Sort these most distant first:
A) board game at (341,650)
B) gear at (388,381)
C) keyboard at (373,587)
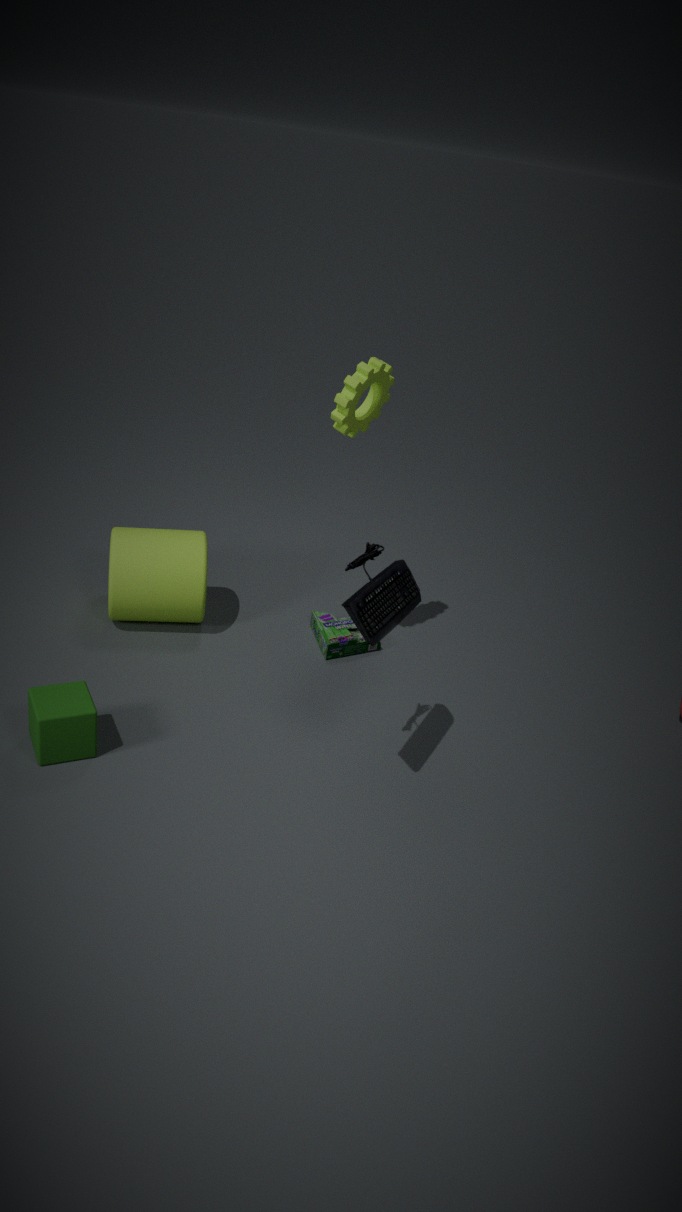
board game at (341,650)
gear at (388,381)
keyboard at (373,587)
